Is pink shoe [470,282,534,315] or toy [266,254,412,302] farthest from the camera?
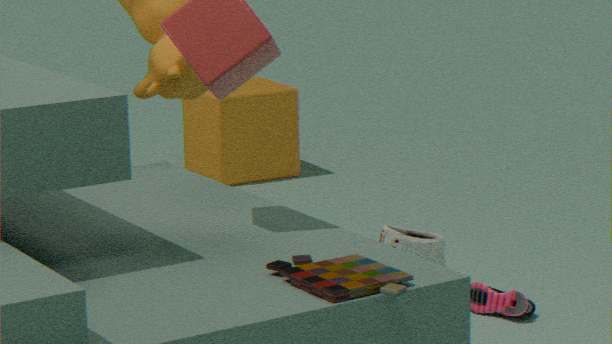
pink shoe [470,282,534,315]
